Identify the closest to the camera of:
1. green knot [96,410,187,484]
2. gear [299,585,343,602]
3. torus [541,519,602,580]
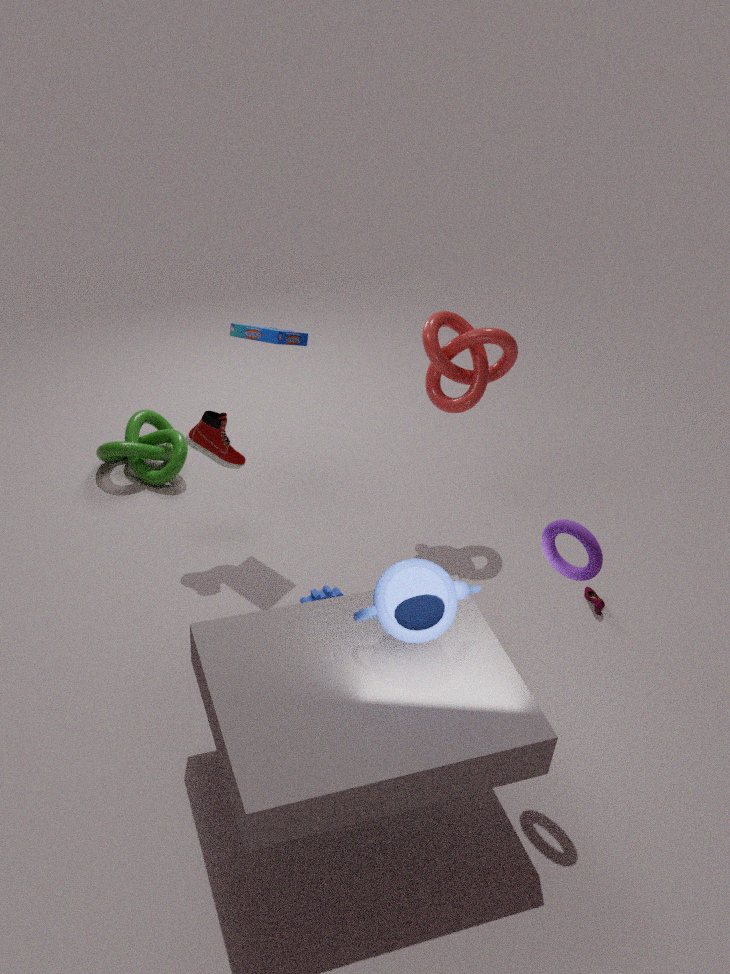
torus [541,519,602,580]
